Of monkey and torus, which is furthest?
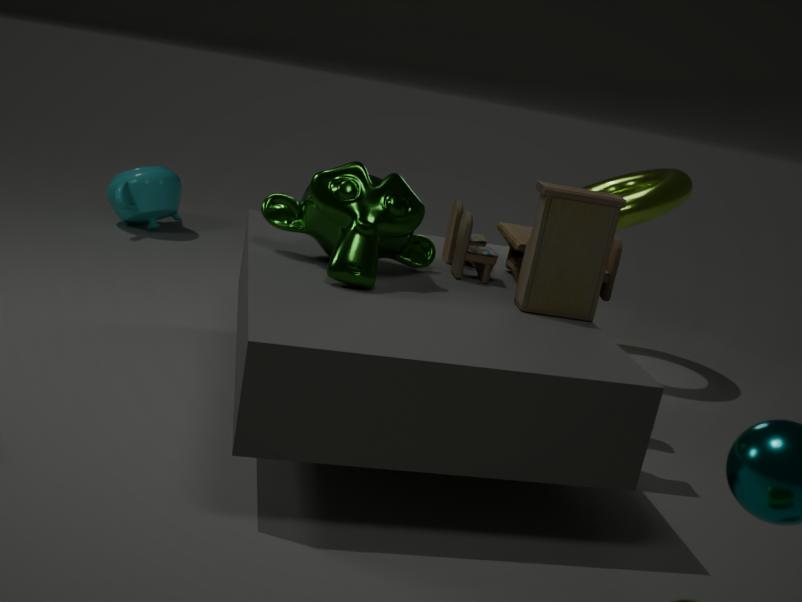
torus
